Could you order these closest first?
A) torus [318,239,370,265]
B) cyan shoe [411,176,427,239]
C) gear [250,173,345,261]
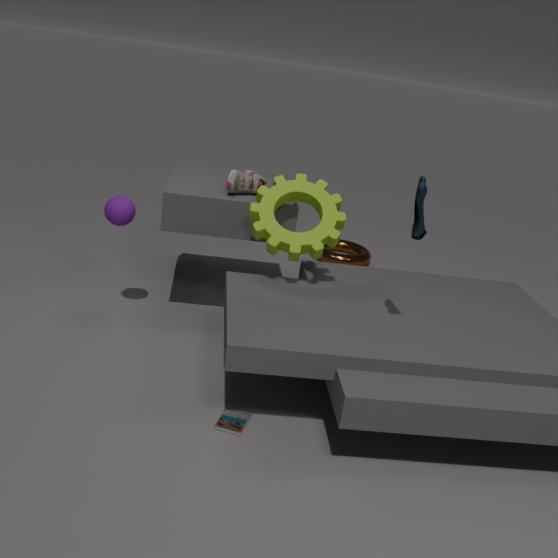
cyan shoe [411,176,427,239]
gear [250,173,345,261]
torus [318,239,370,265]
